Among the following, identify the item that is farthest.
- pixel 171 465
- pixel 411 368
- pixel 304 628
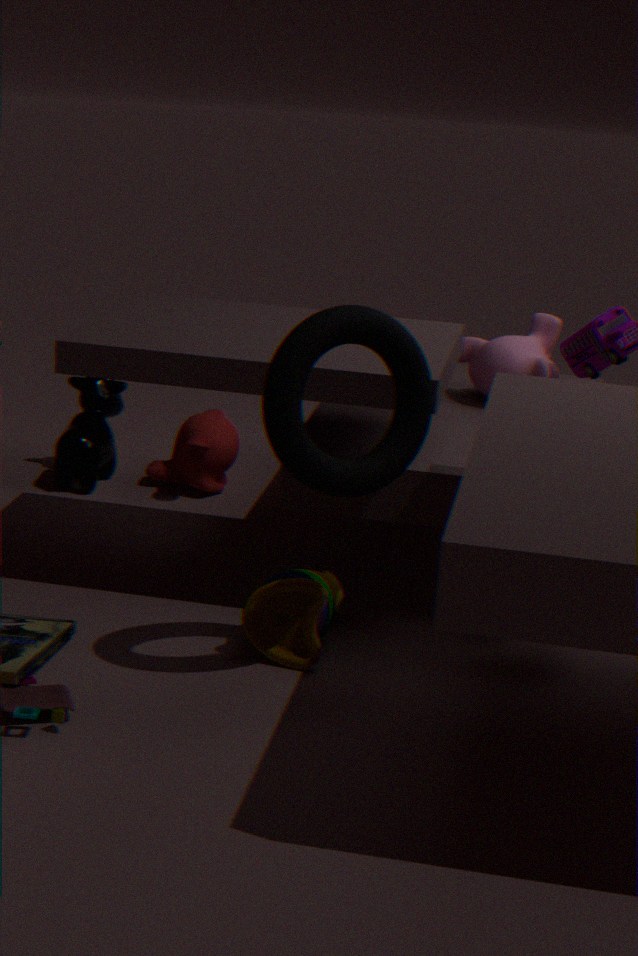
pixel 171 465
